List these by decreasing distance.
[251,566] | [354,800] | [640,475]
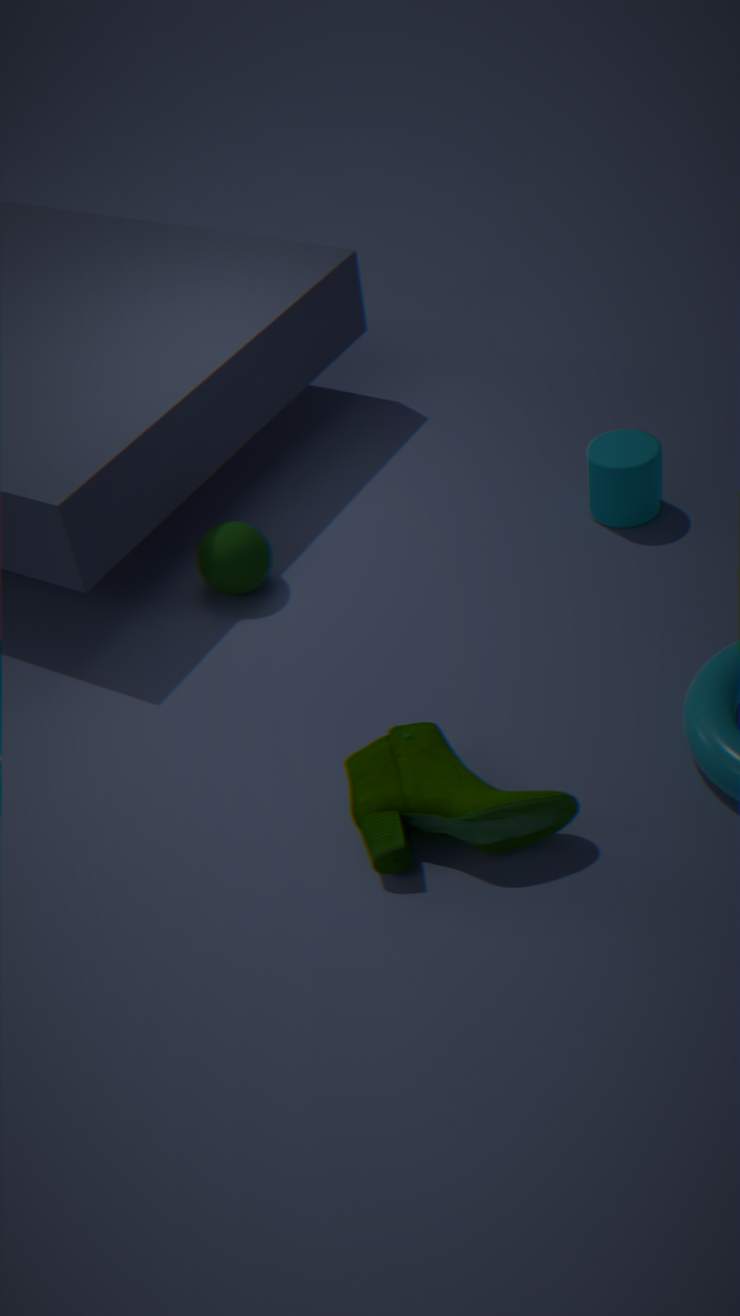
[640,475], [251,566], [354,800]
